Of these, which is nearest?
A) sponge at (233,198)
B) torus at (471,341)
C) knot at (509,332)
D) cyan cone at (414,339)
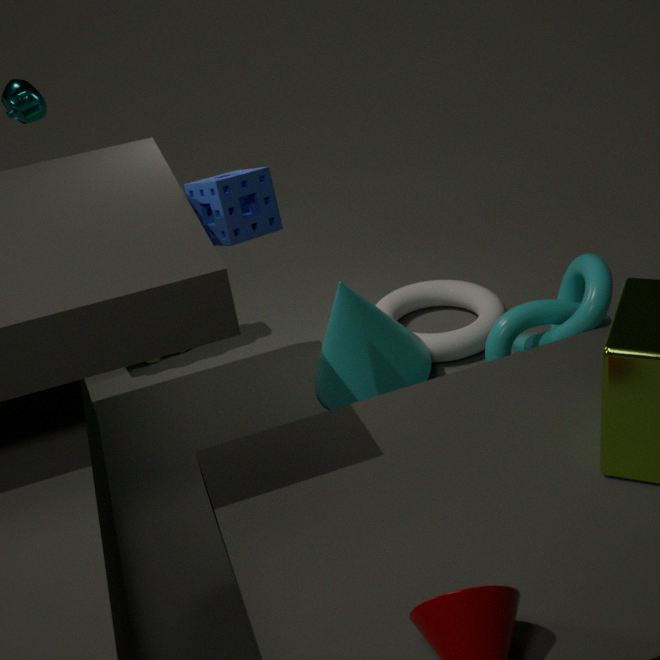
sponge at (233,198)
